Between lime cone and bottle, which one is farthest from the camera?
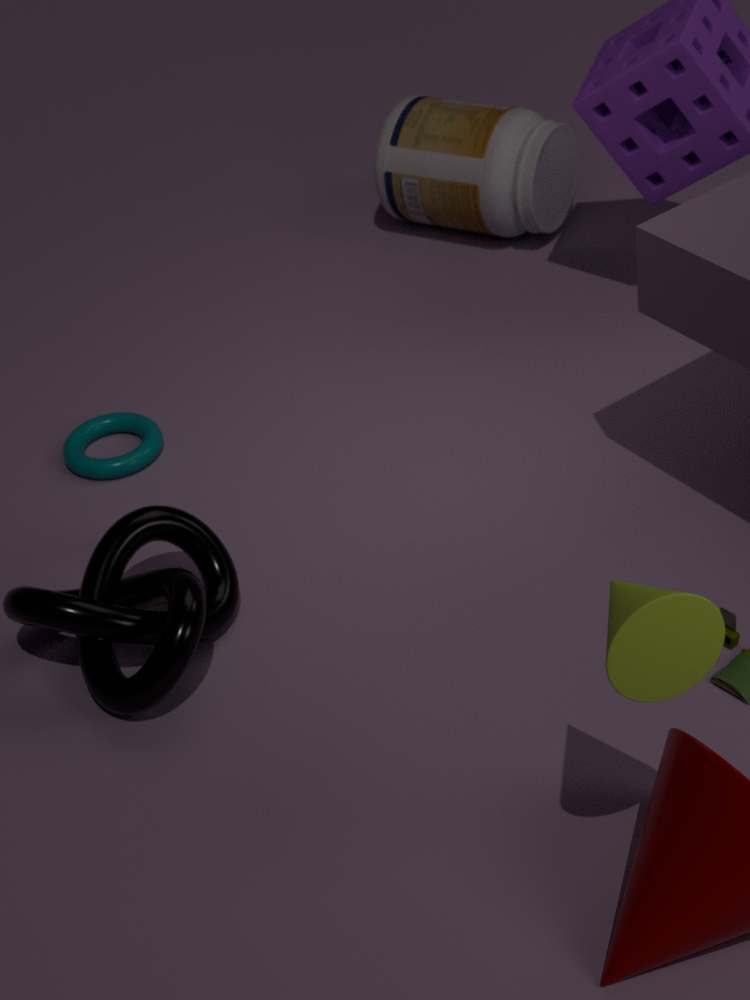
bottle
